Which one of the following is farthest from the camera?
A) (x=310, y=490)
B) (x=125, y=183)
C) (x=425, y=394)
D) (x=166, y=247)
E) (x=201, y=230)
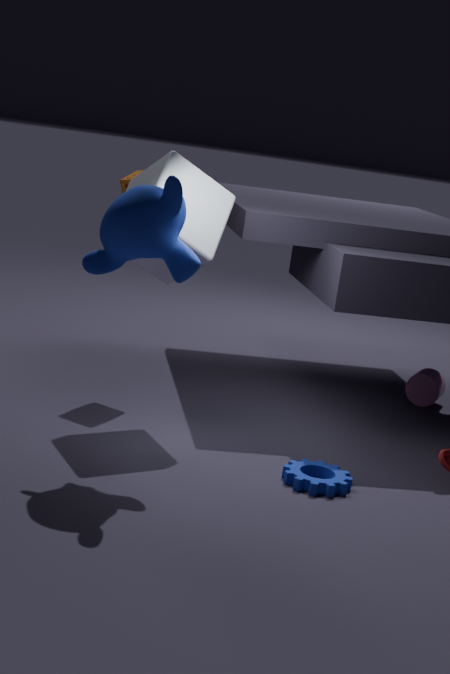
(x=425, y=394)
